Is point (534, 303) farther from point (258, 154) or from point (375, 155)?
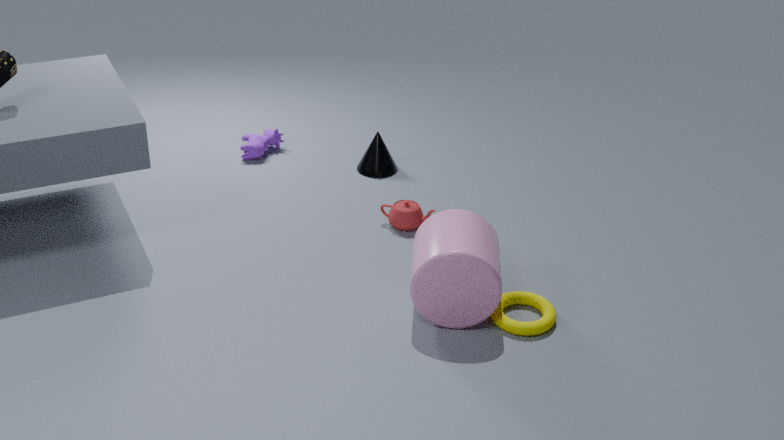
point (258, 154)
